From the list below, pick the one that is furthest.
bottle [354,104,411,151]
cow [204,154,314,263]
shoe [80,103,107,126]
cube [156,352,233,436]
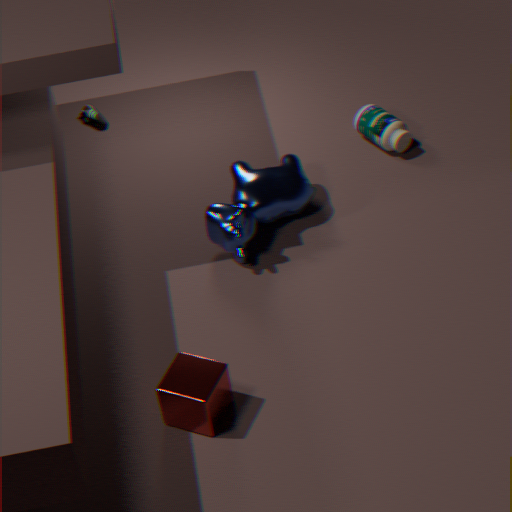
shoe [80,103,107,126]
